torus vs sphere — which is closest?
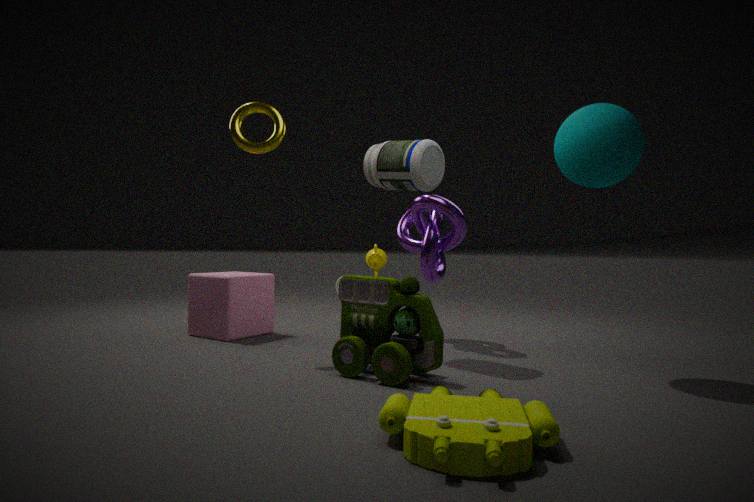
sphere
